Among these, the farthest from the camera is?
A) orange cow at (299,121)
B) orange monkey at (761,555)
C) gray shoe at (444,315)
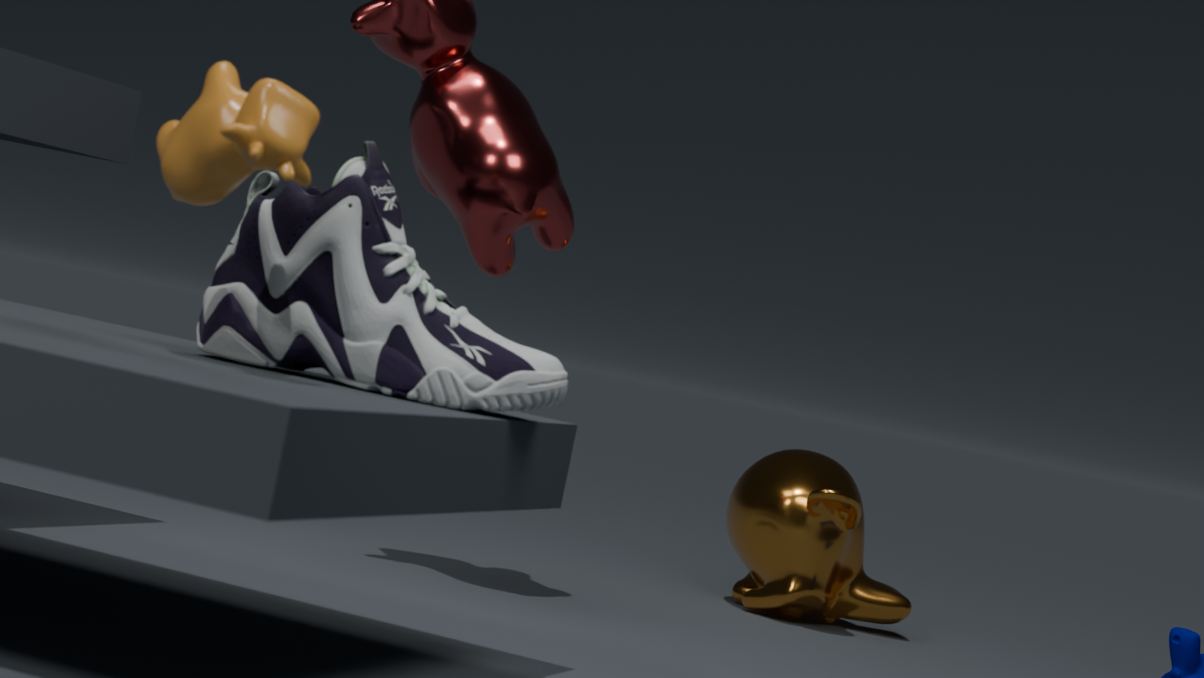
orange monkey at (761,555)
